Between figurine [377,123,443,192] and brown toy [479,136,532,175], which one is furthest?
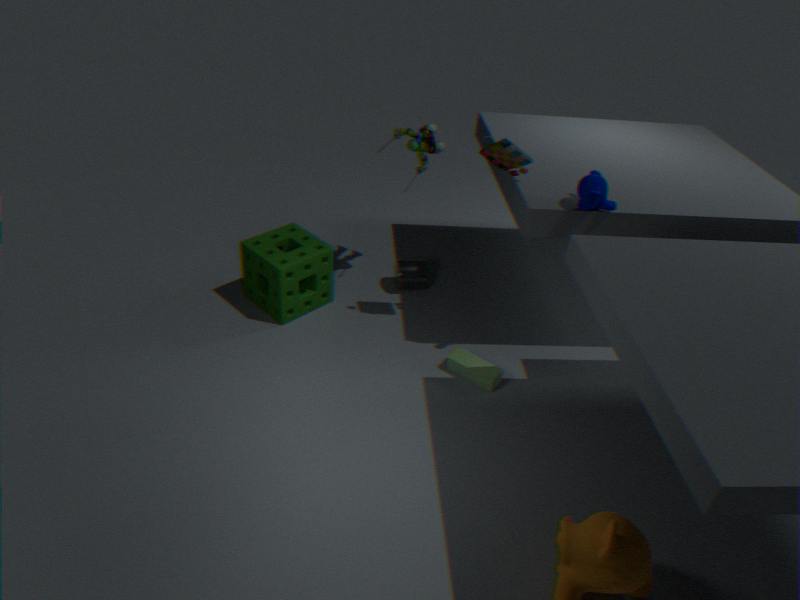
figurine [377,123,443,192]
